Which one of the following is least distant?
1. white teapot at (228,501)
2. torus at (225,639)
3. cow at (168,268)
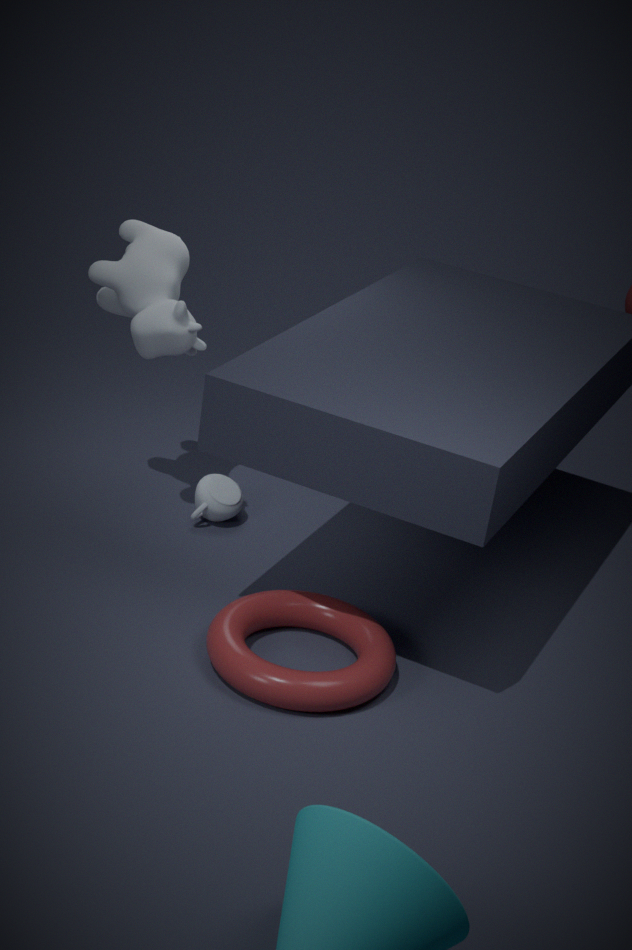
torus at (225,639)
